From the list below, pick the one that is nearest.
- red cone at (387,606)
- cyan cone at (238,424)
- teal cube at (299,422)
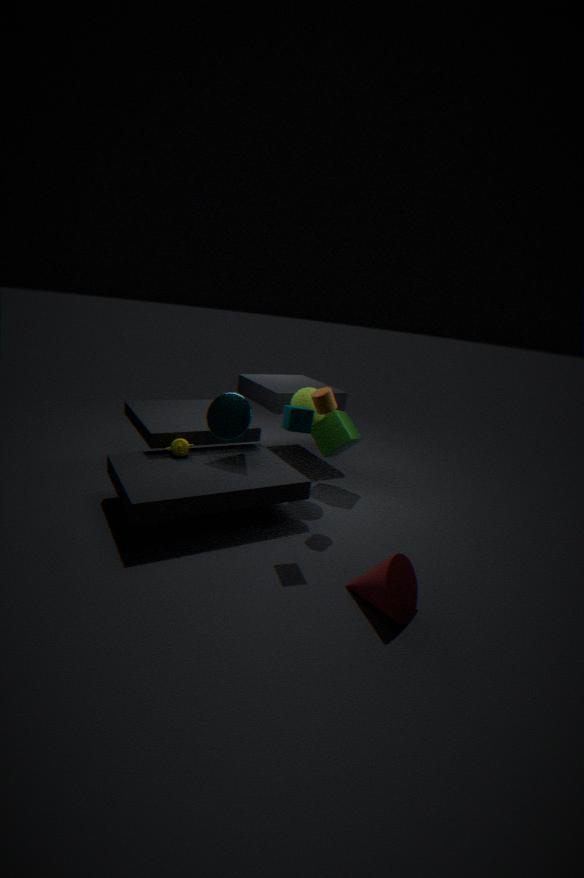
red cone at (387,606)
